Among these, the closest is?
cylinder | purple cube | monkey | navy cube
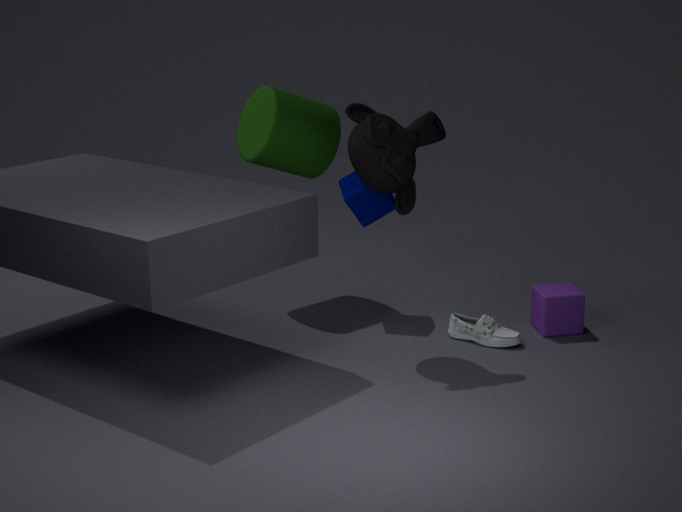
monkey
